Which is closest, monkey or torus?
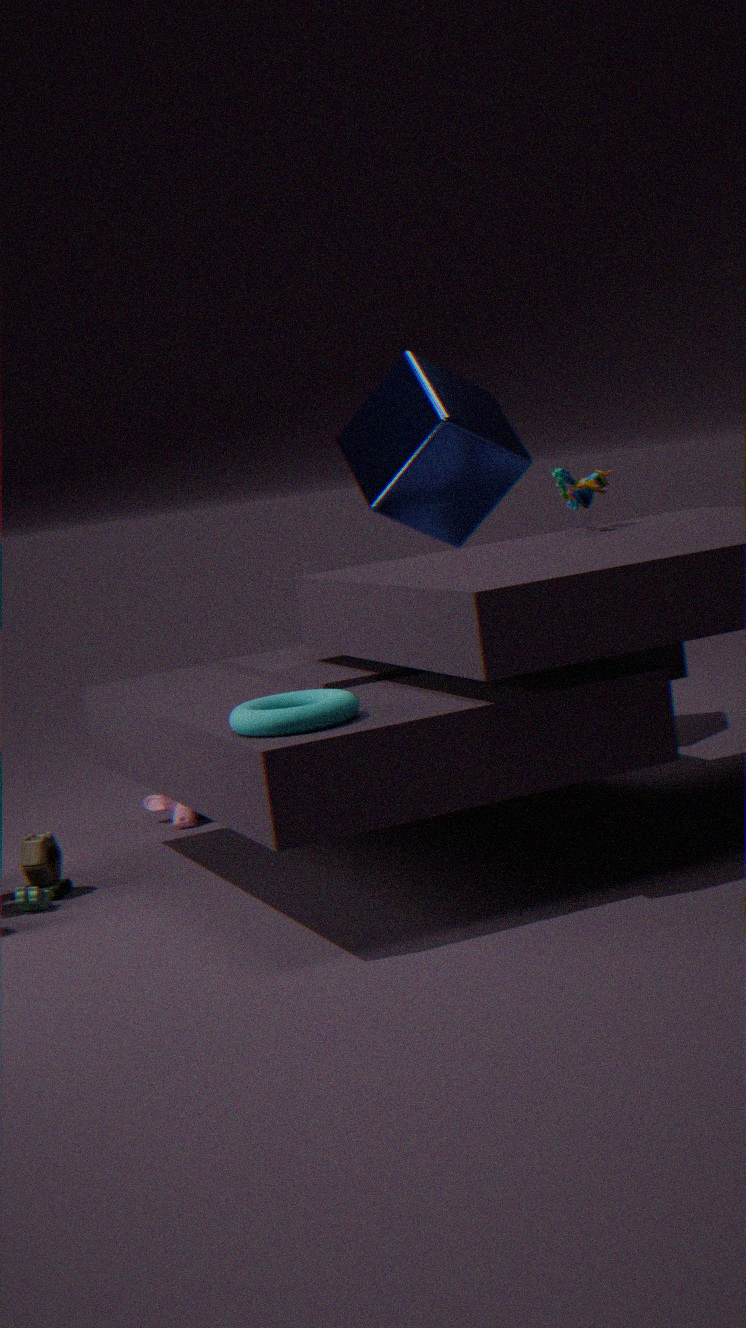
torus
